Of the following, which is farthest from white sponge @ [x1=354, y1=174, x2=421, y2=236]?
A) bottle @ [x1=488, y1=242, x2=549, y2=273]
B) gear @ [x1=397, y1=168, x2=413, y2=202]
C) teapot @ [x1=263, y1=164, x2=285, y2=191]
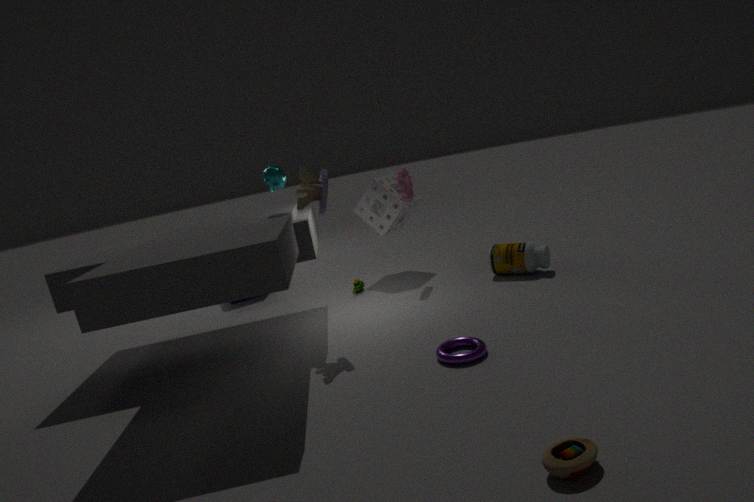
teapot @ [x1=263, y1=164, x2=285, y2=191]
